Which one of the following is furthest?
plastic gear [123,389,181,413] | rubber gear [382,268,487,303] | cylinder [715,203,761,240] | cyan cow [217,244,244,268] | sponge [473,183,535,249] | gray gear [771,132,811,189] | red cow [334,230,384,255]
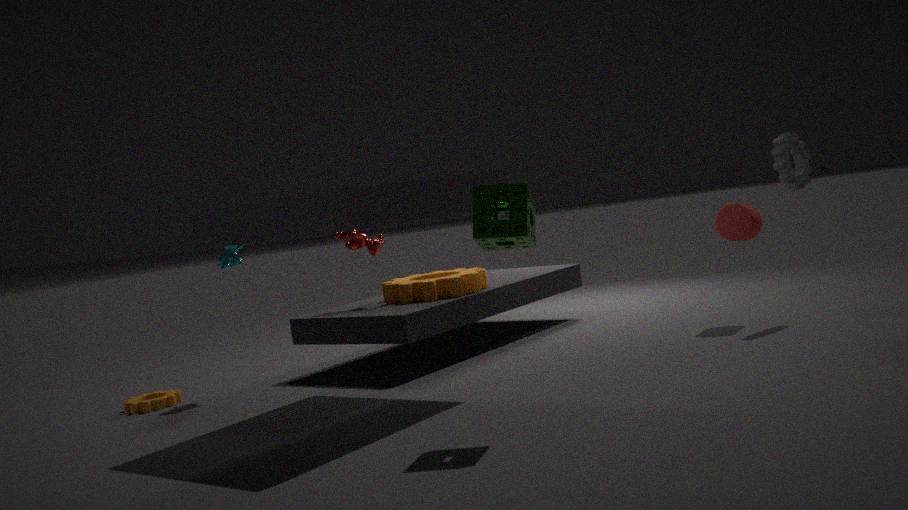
red cow [334,230,384,255]
